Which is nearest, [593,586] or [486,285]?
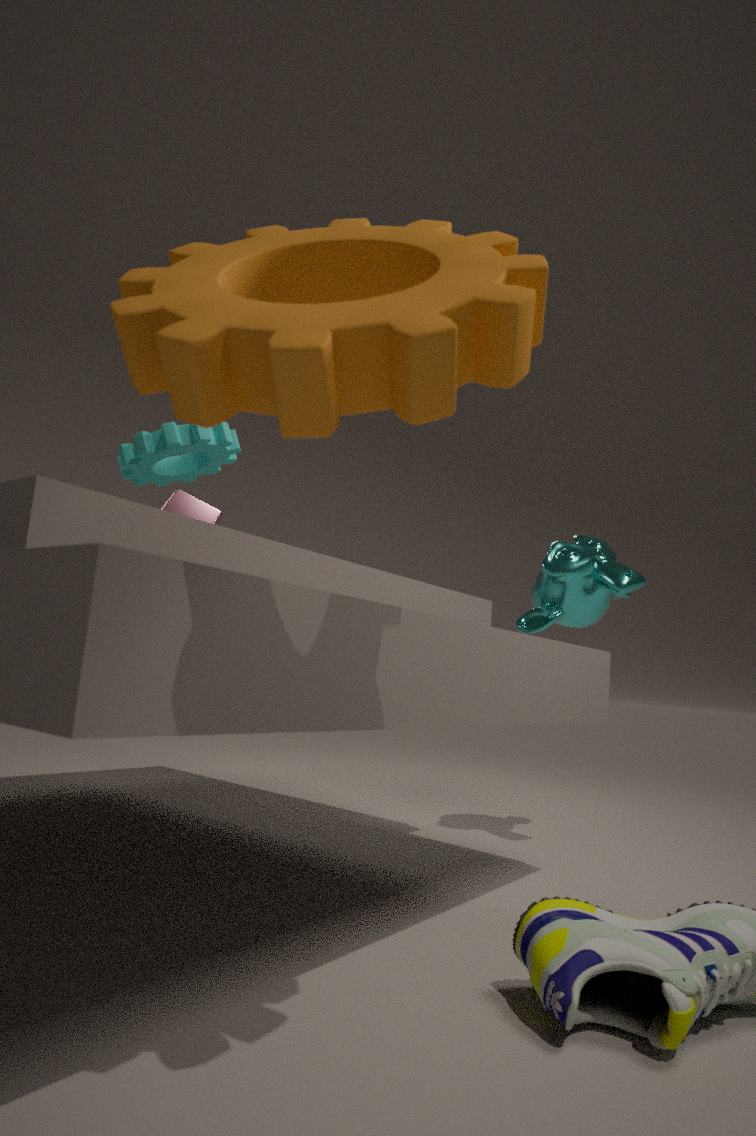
[486,285]
